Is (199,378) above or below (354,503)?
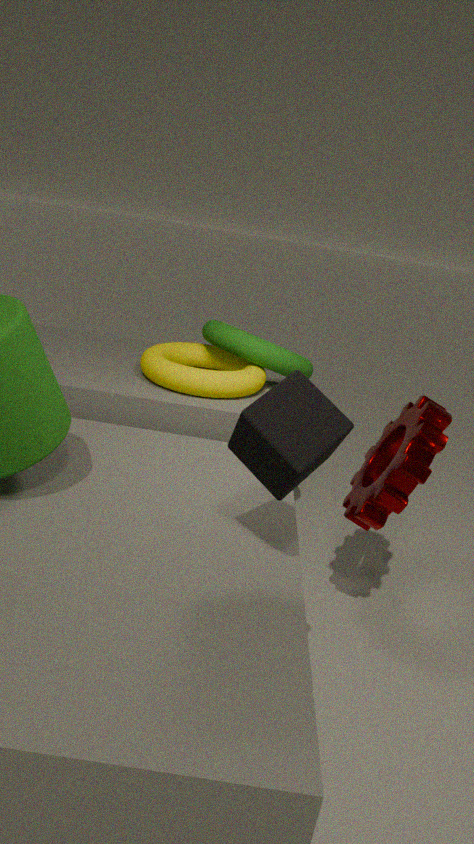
above
